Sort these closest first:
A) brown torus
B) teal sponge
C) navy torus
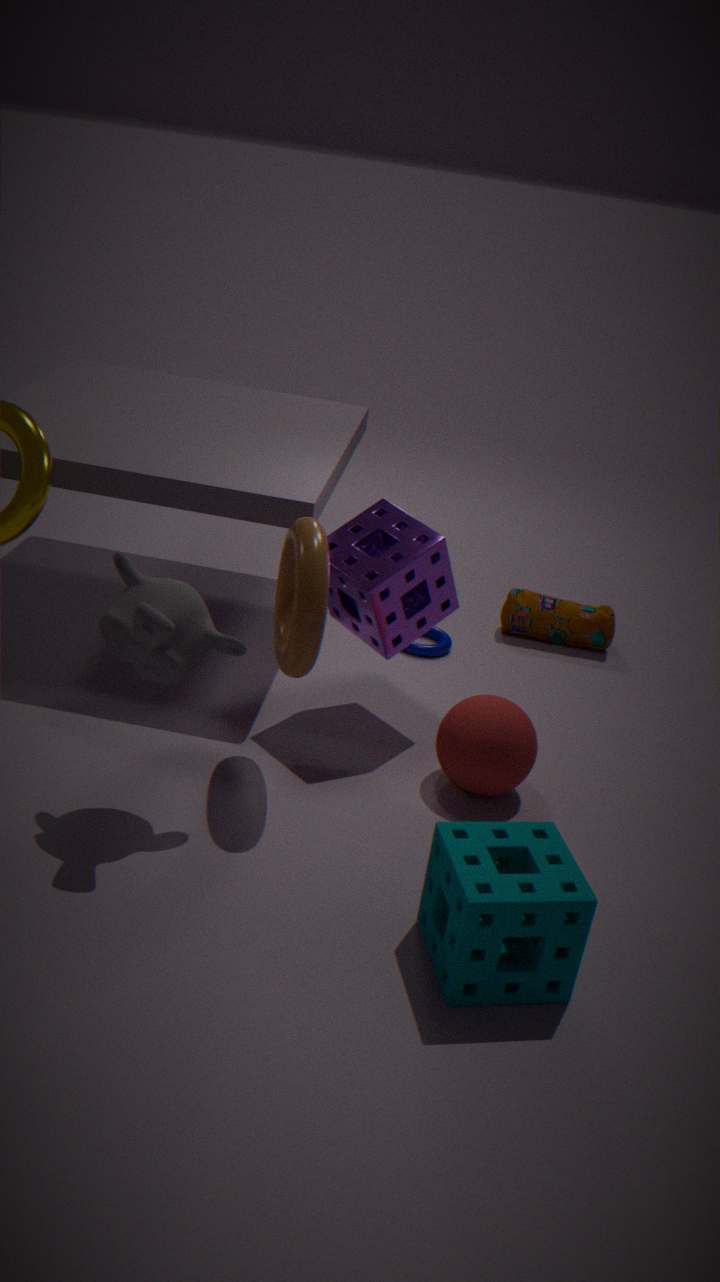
teal sponge, brown torus, navy torus
